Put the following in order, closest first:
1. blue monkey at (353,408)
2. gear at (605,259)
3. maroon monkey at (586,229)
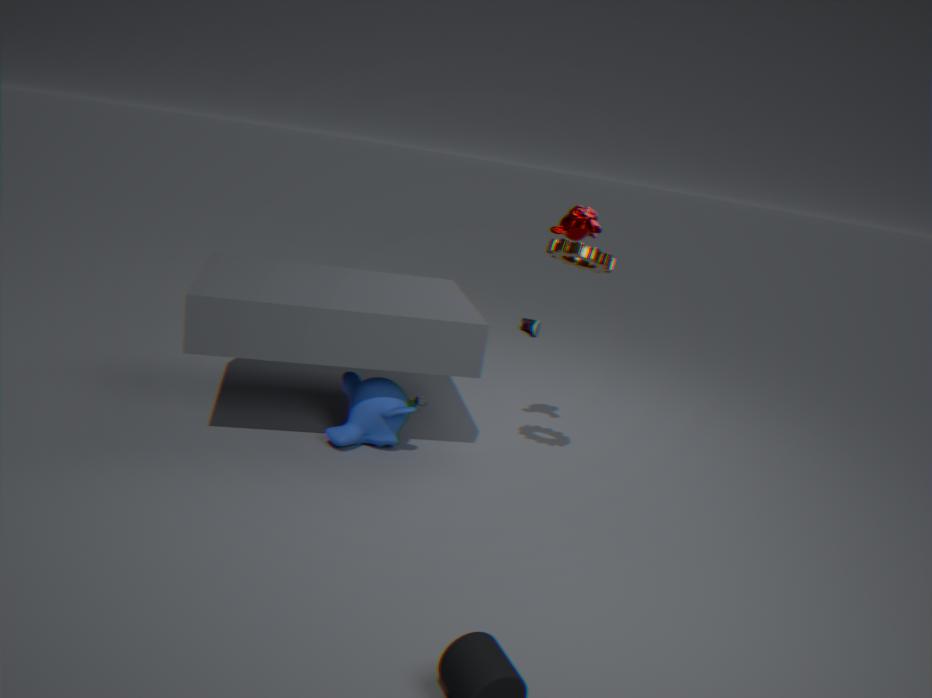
1. gear at (605,259)
2. maroon monkey at (586,229)
3. blue monkey at (353,408)
